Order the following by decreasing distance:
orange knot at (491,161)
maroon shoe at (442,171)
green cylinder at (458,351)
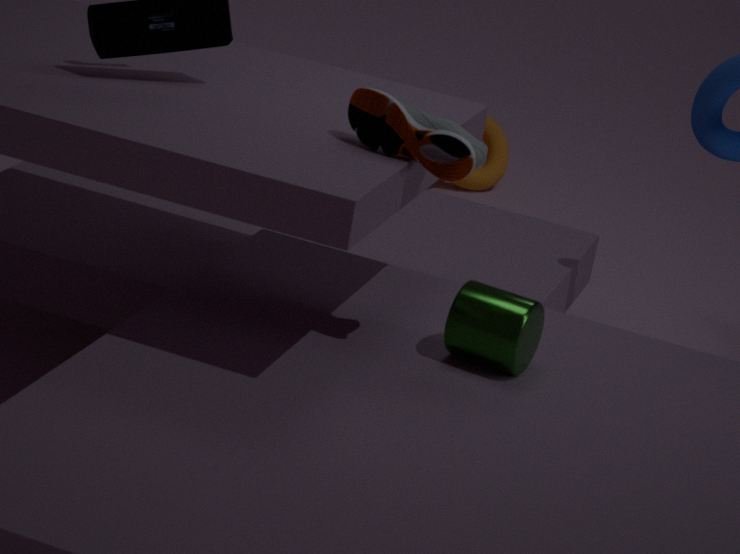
1. orange knot at (491,161)
2. green cylinder at (458,351)
3. maroon shoe at (442,171)
